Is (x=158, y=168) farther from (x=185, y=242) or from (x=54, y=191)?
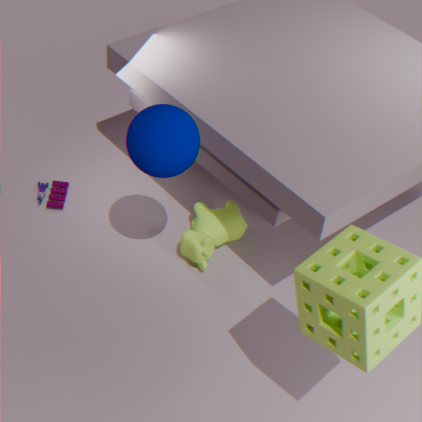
(x=54, y=191)
